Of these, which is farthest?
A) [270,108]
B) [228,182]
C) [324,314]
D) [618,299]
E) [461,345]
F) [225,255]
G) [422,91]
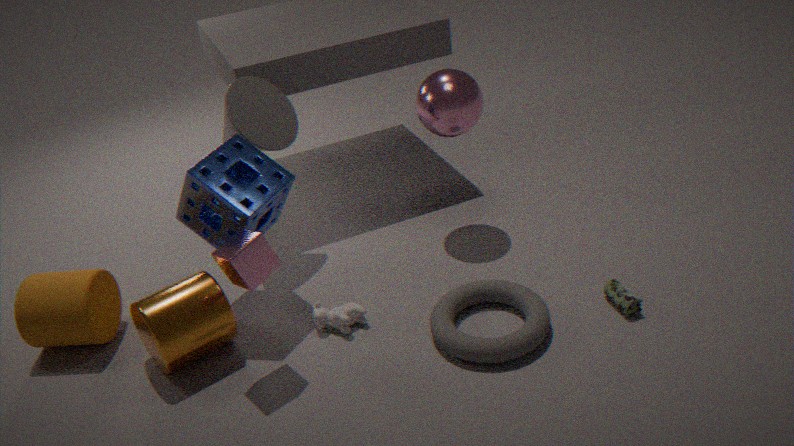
[270,108]
